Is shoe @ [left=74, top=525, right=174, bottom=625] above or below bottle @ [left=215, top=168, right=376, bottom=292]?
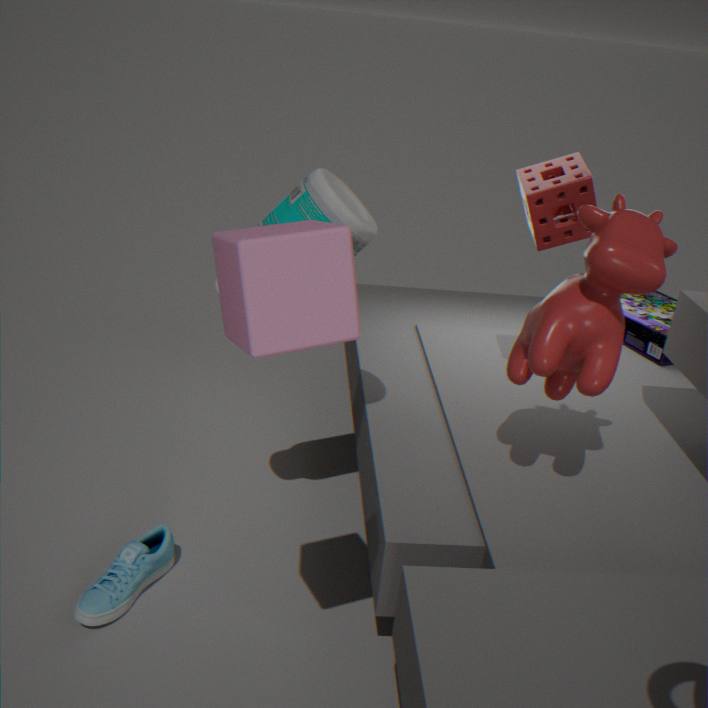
below
